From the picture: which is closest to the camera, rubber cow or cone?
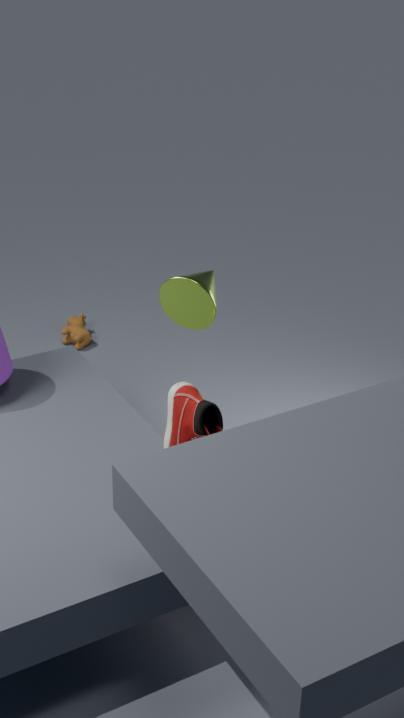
cone
